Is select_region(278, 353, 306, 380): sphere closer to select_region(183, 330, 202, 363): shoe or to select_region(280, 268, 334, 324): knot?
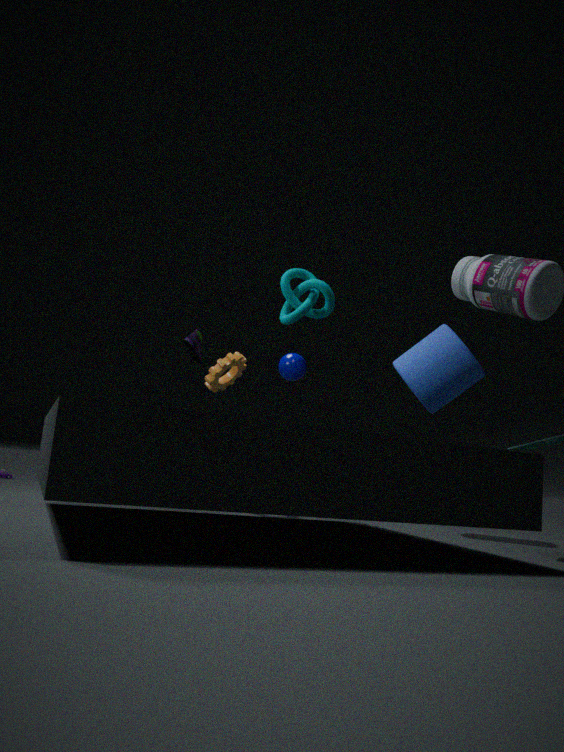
select_region(183, 330, 202, 363): shoe
